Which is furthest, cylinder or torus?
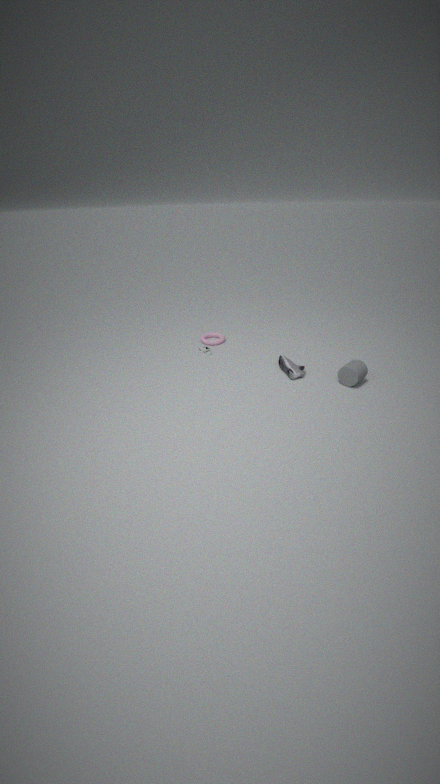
torus
